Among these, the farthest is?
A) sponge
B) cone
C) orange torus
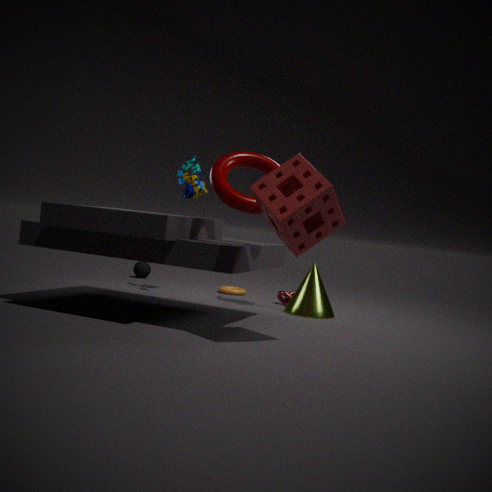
orange torus
